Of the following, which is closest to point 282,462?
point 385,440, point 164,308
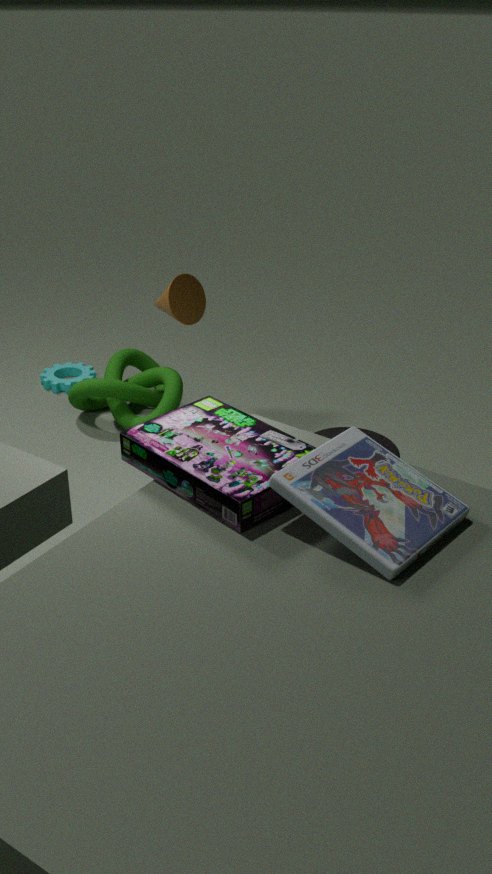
point 385,440
